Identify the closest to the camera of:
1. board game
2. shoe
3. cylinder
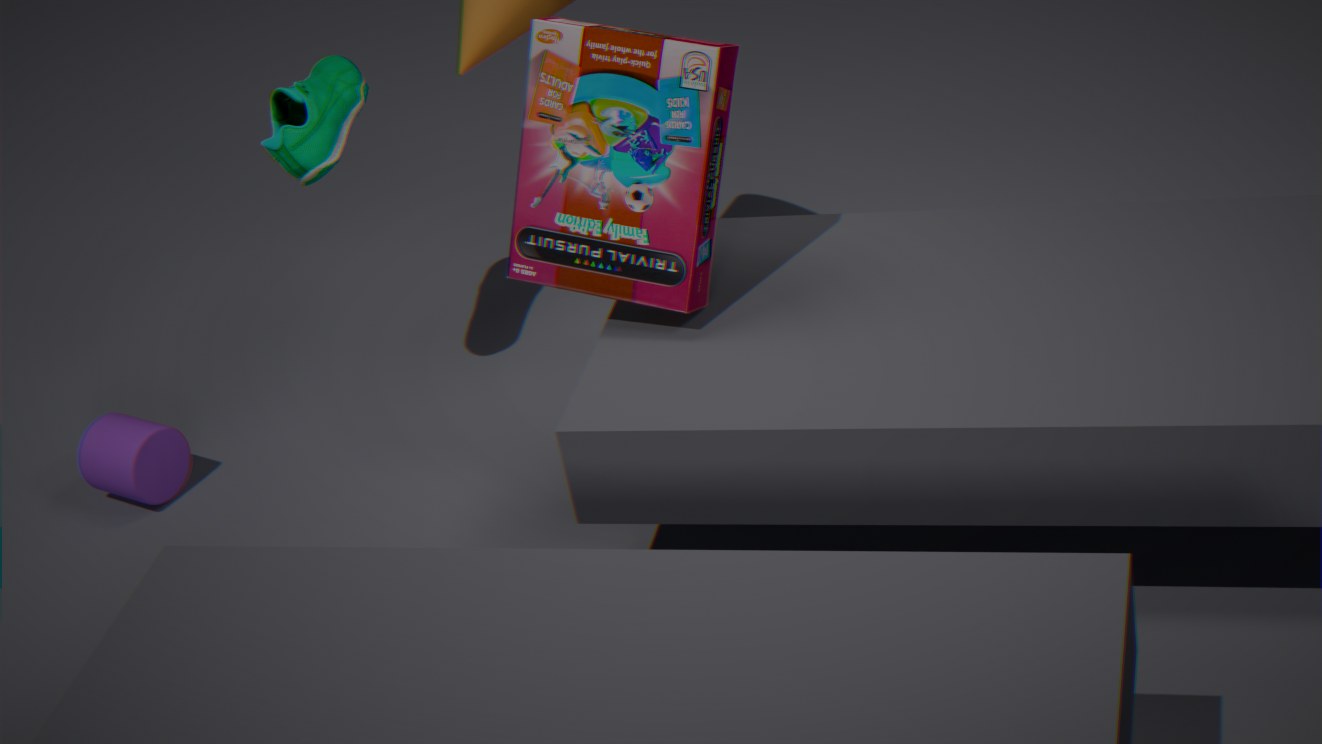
board game
